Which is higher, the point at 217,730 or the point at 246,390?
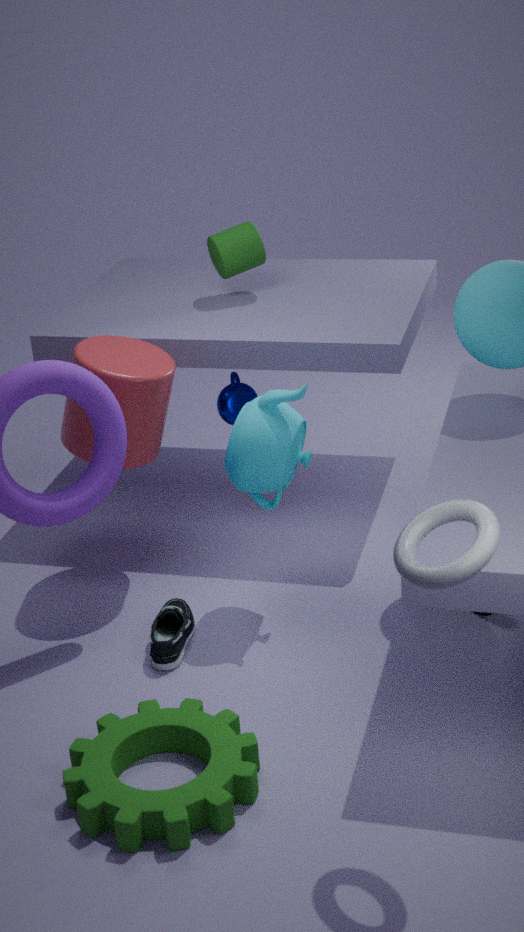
the point at 246,390
